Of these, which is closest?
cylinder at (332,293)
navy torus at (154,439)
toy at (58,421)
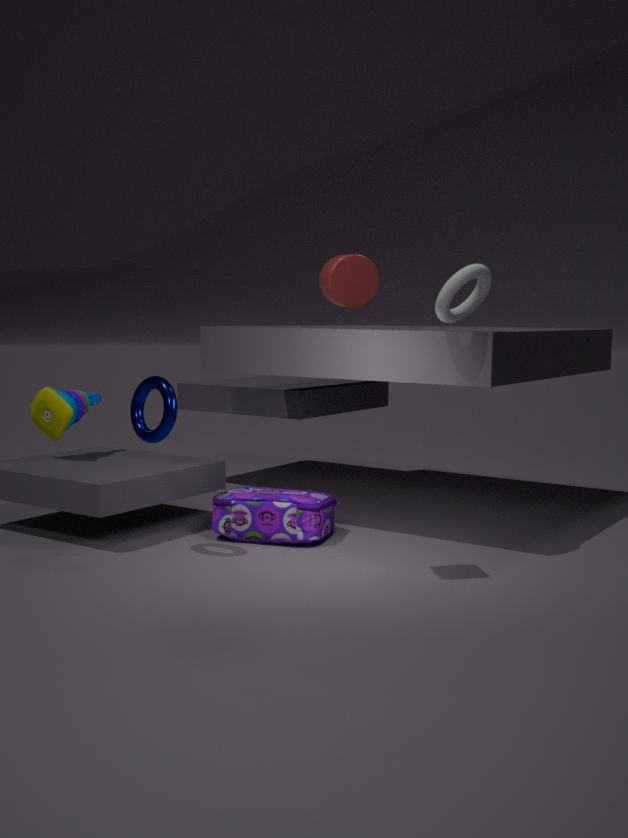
cylinder at (332,293)
